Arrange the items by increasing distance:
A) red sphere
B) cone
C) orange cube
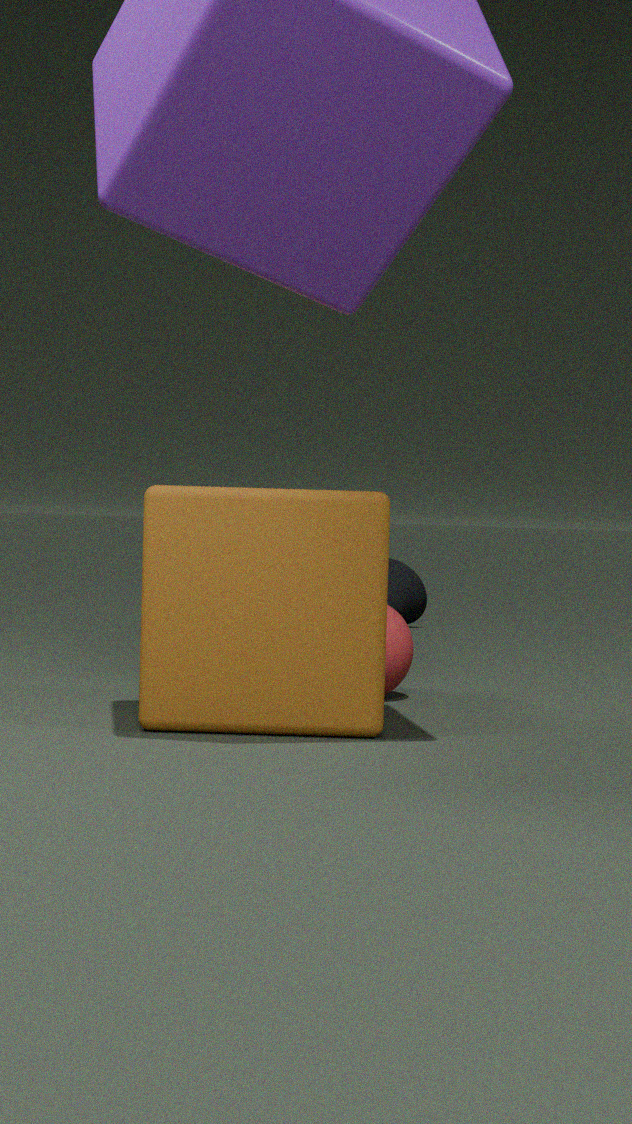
orange cube
red sphere
cone
